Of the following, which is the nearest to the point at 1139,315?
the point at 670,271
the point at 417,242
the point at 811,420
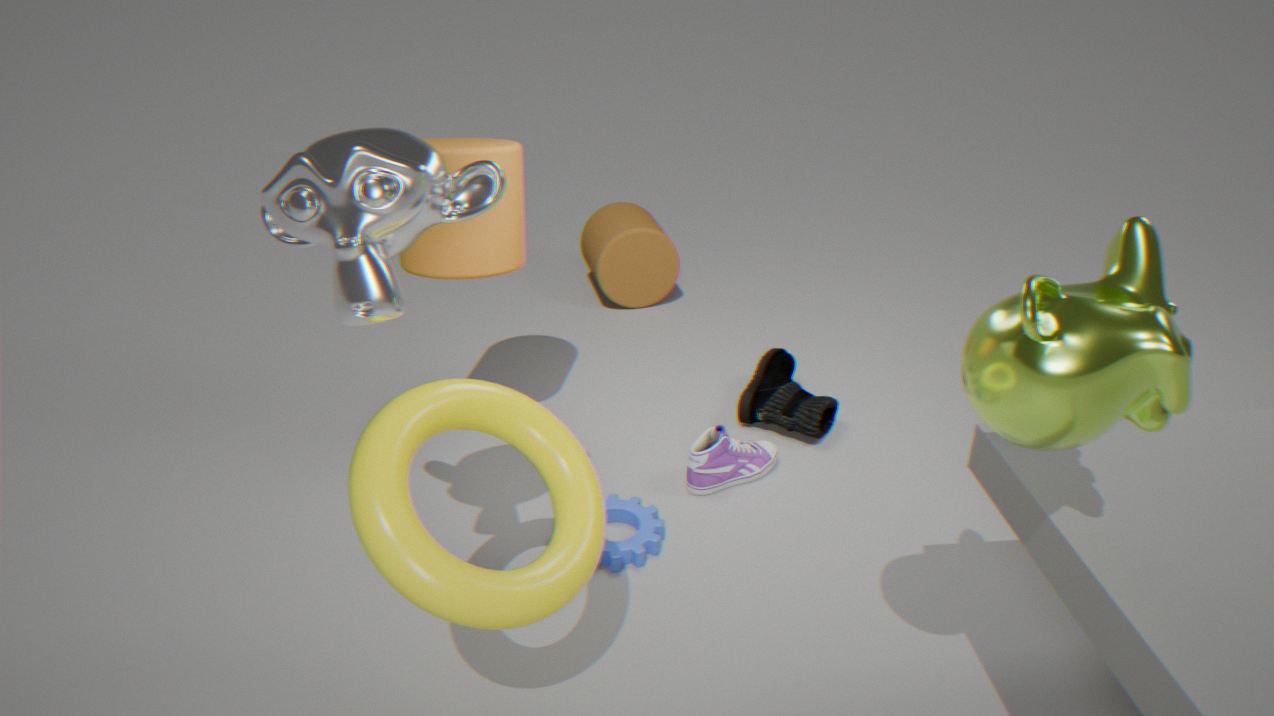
the point at 811,420
